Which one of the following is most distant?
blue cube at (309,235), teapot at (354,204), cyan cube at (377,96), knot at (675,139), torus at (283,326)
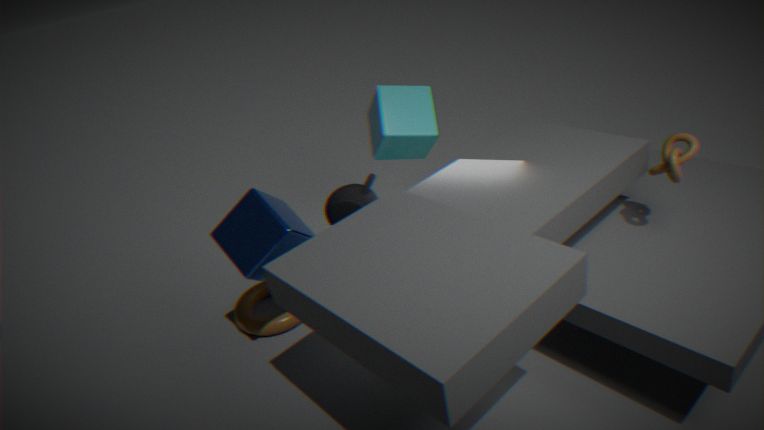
torus at (283,326)
